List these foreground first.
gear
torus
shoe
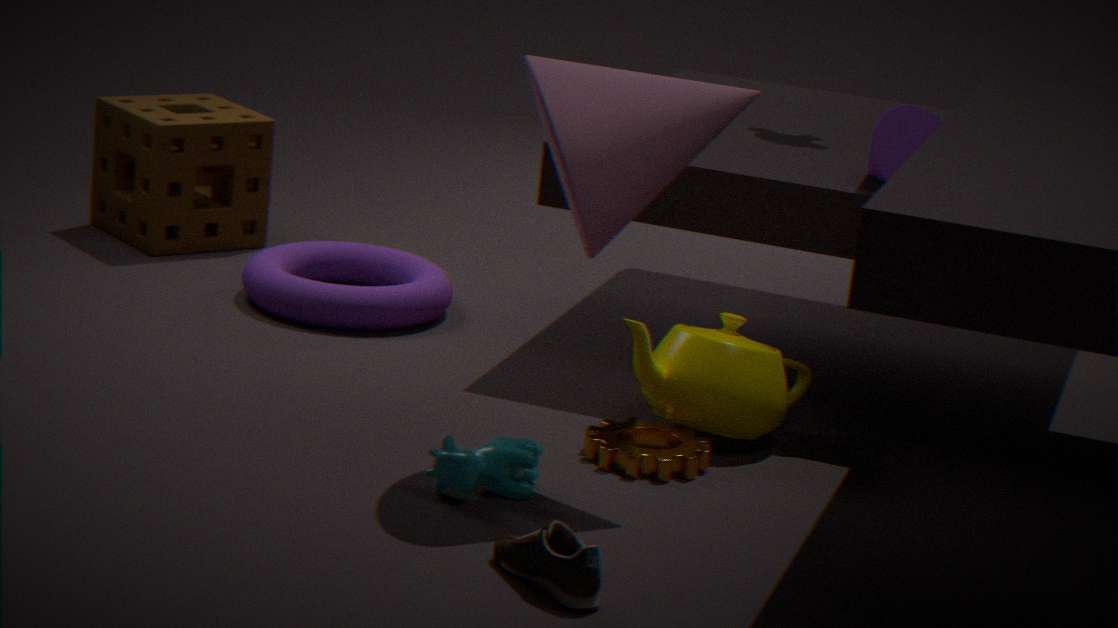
shoe
gear
torus
